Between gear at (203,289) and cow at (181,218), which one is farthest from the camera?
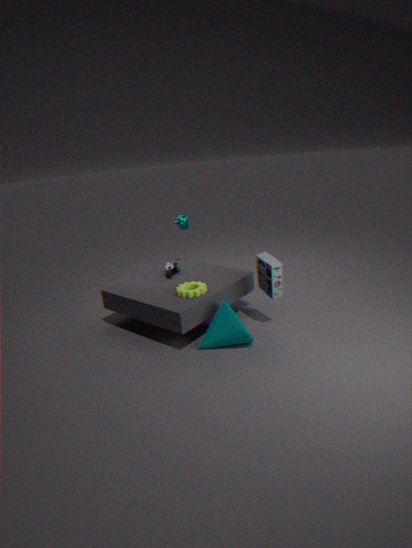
cow at (181,218)
